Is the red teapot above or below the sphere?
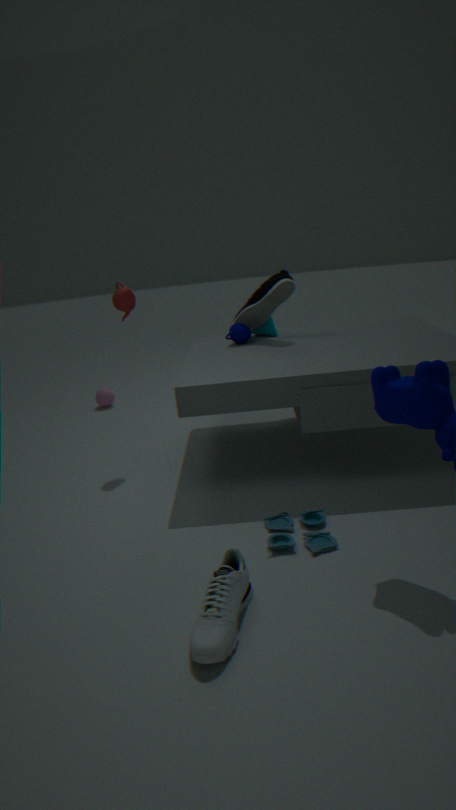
above
